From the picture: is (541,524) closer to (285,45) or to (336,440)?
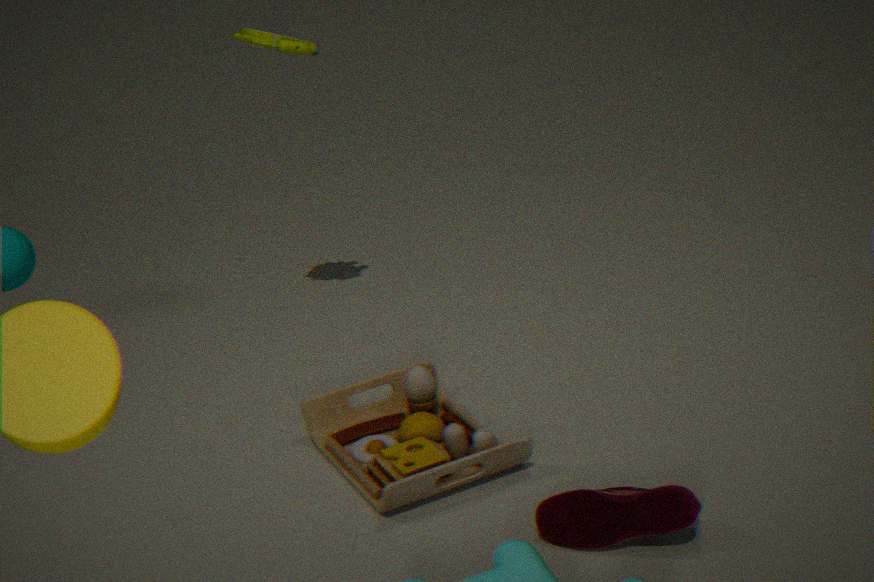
(336,440)
